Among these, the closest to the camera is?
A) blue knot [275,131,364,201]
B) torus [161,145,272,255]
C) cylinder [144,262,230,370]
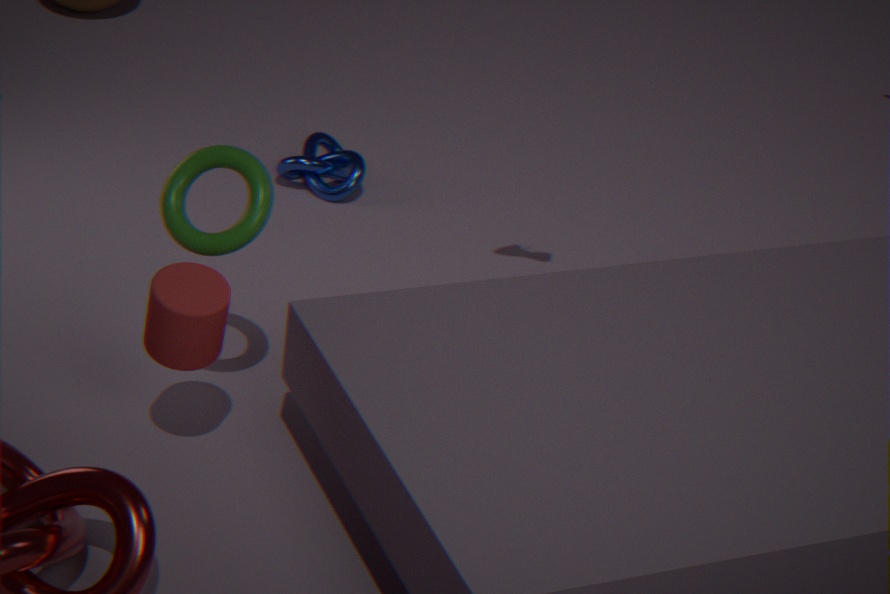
cylinder [144,262,230,370]
